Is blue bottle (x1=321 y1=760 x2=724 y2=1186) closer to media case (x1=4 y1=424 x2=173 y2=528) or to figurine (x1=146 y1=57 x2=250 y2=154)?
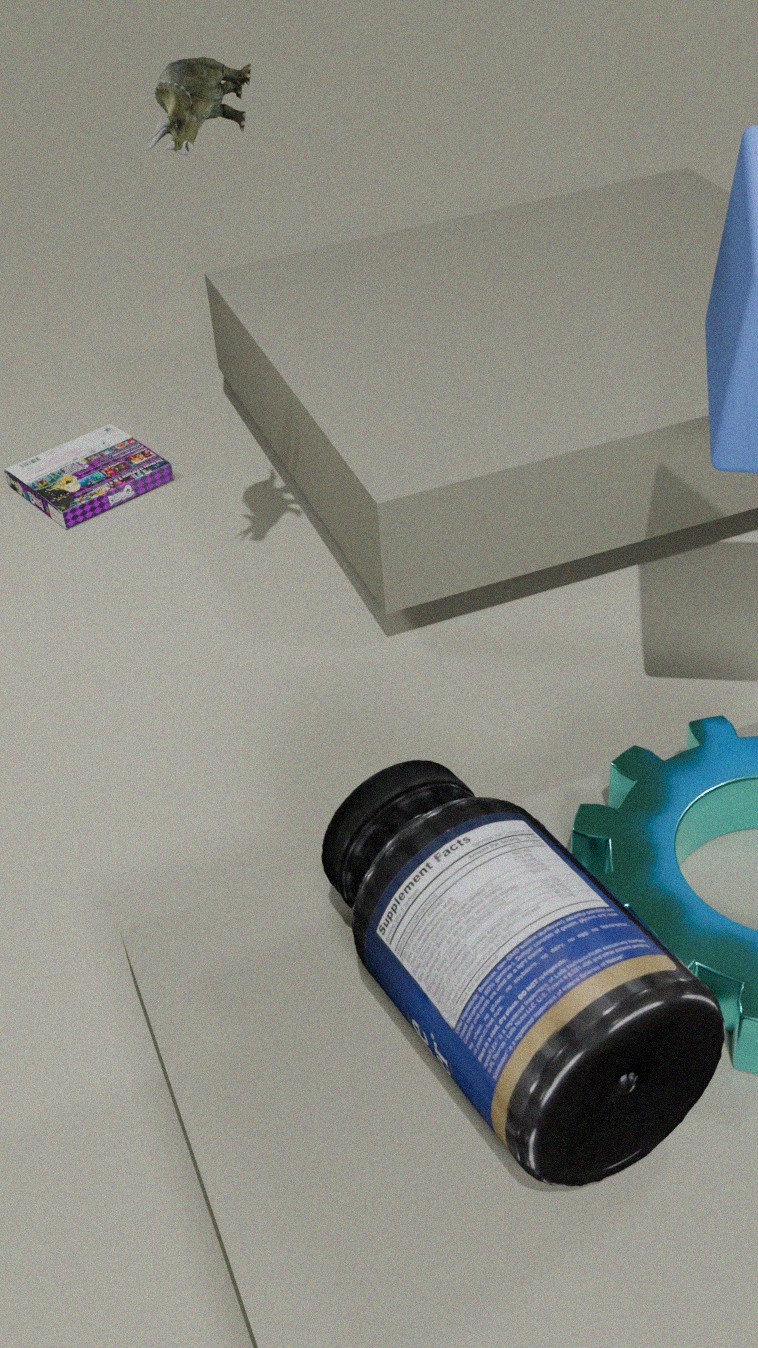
figurine (x1=146 y1=57 x2=250 y2=154)
